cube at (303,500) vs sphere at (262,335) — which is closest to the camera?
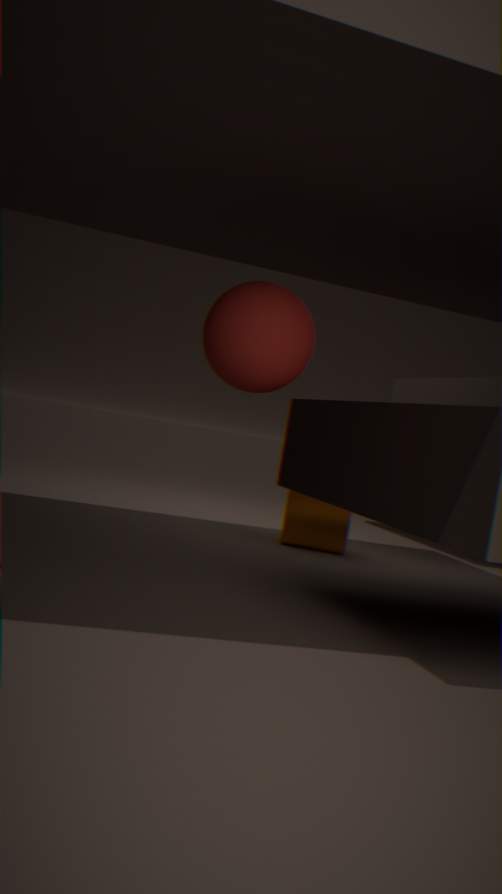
sphere at (262,335)
